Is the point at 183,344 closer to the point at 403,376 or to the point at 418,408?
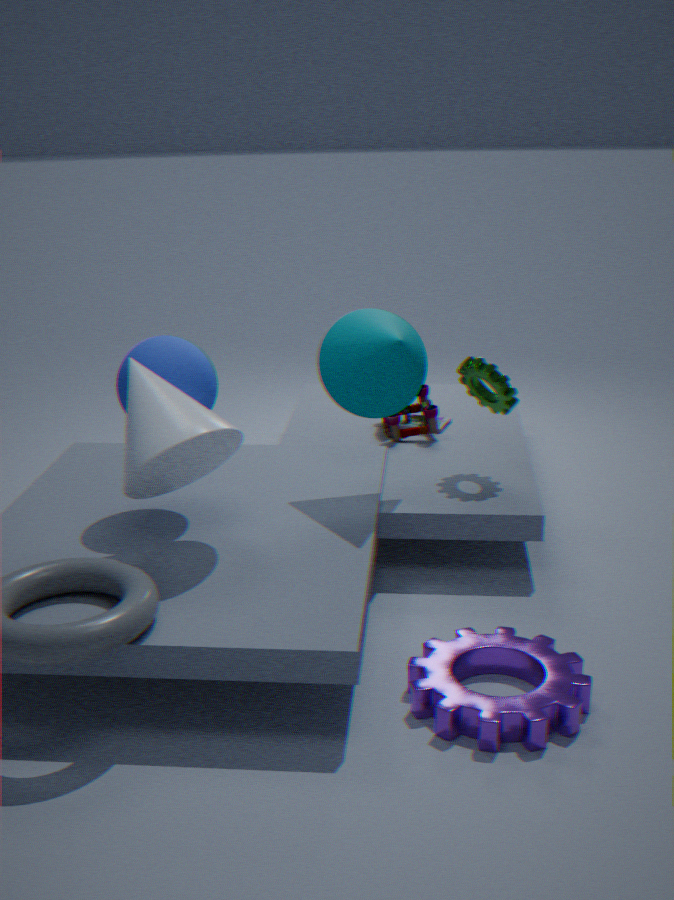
the point at 403,376
